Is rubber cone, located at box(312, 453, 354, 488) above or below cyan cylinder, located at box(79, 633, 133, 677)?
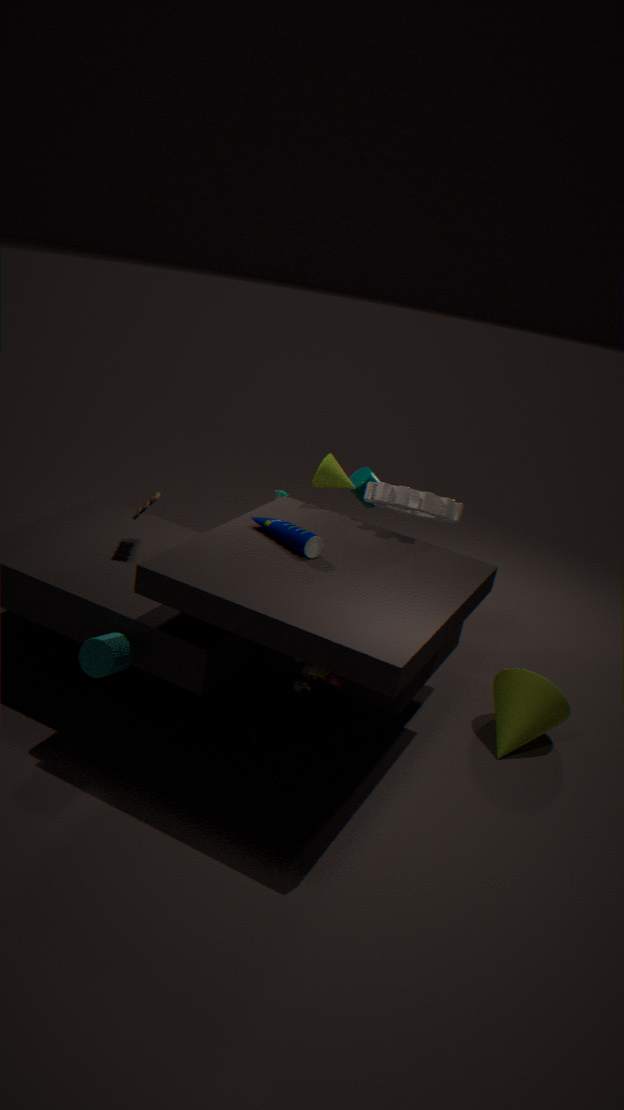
above
